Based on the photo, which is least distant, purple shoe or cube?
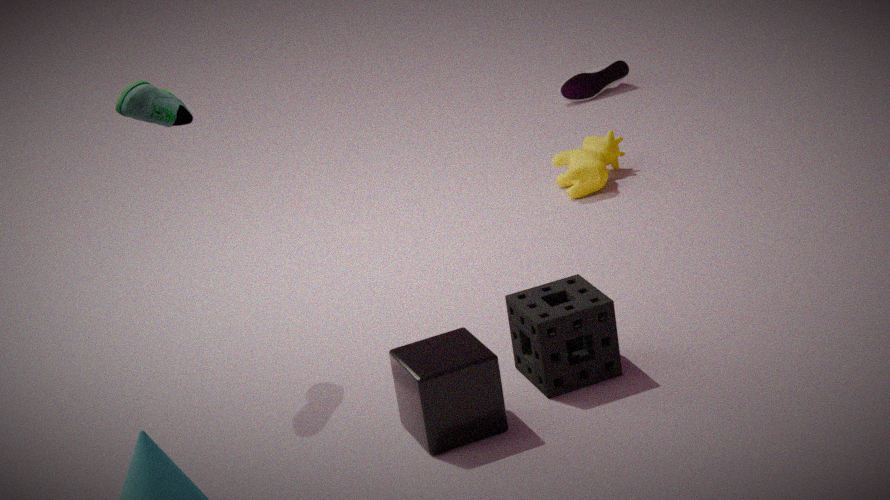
cube
